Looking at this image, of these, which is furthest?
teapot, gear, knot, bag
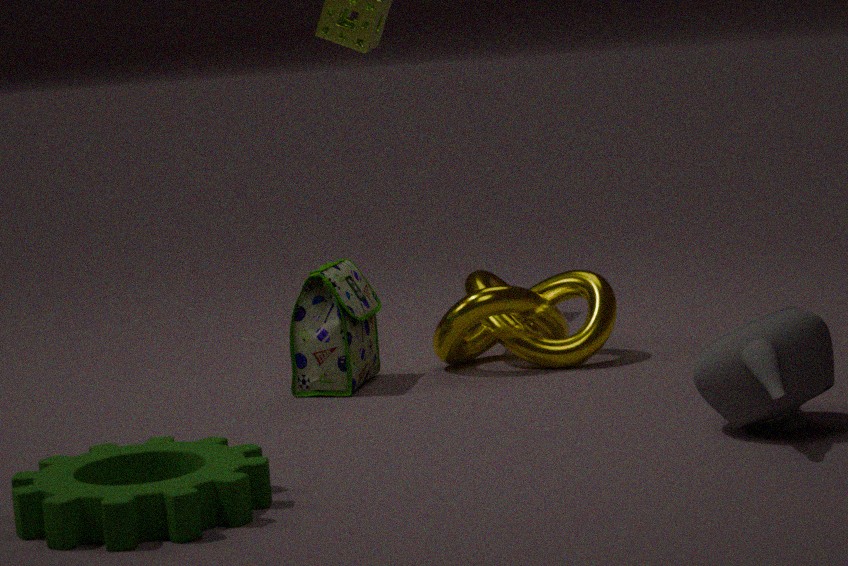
knot
